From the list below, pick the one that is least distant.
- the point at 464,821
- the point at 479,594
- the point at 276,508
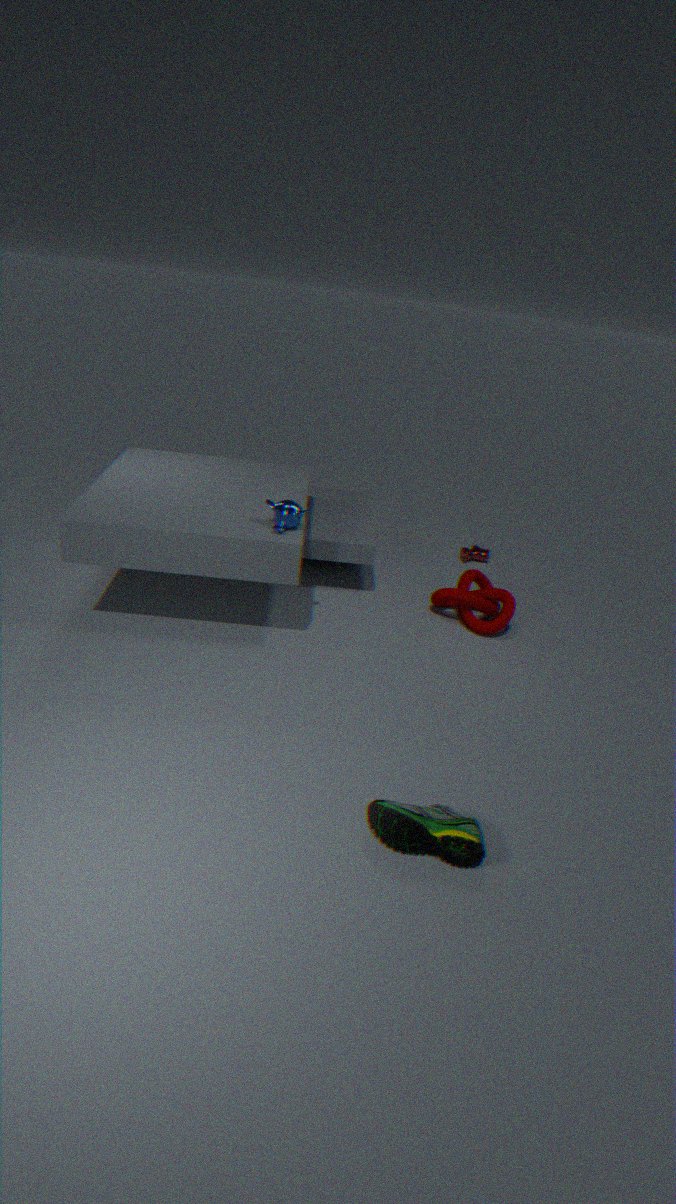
the point at 464,821
